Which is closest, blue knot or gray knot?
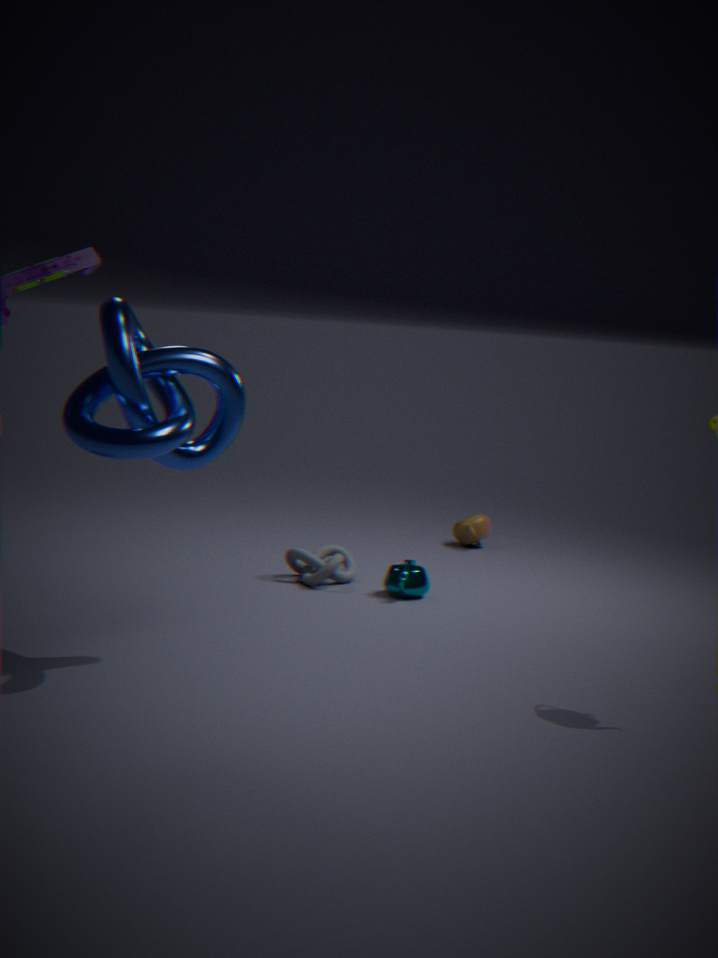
blue knot
